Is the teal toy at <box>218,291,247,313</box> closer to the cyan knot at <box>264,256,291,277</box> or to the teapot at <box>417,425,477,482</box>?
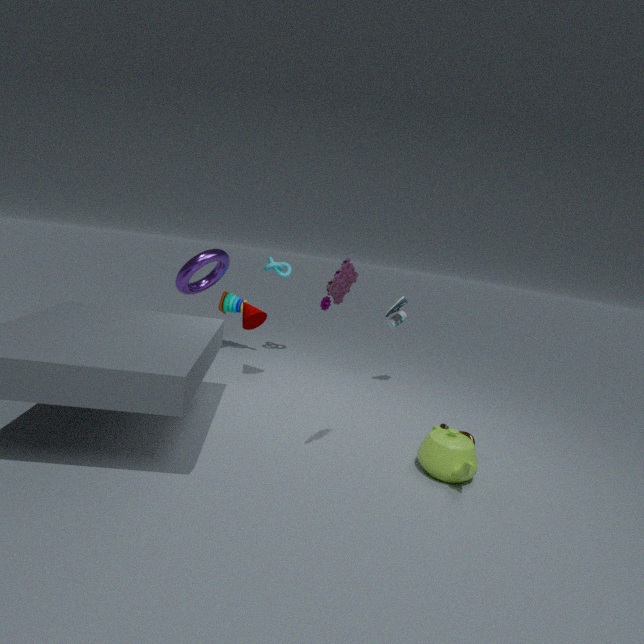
the cyan knot at <box>264,256,291,277</box>
